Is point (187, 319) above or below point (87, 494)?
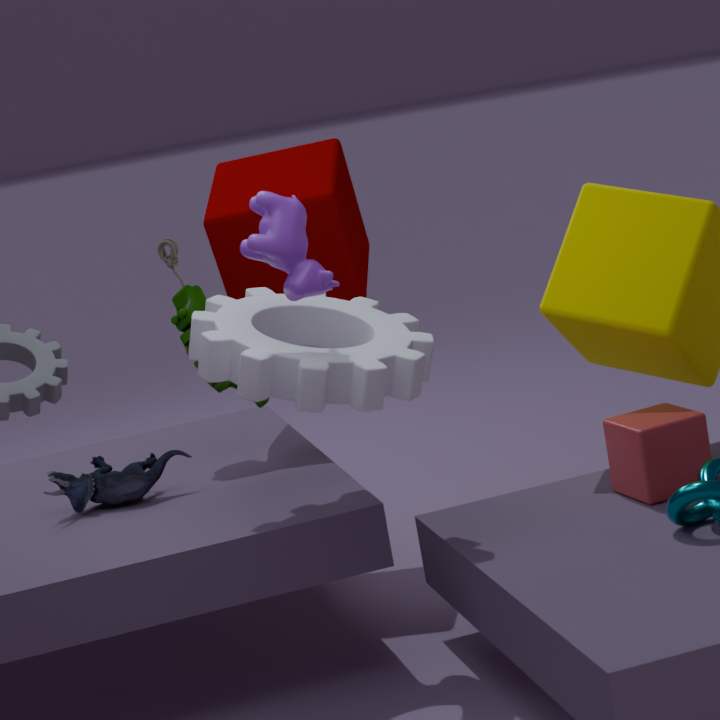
above
